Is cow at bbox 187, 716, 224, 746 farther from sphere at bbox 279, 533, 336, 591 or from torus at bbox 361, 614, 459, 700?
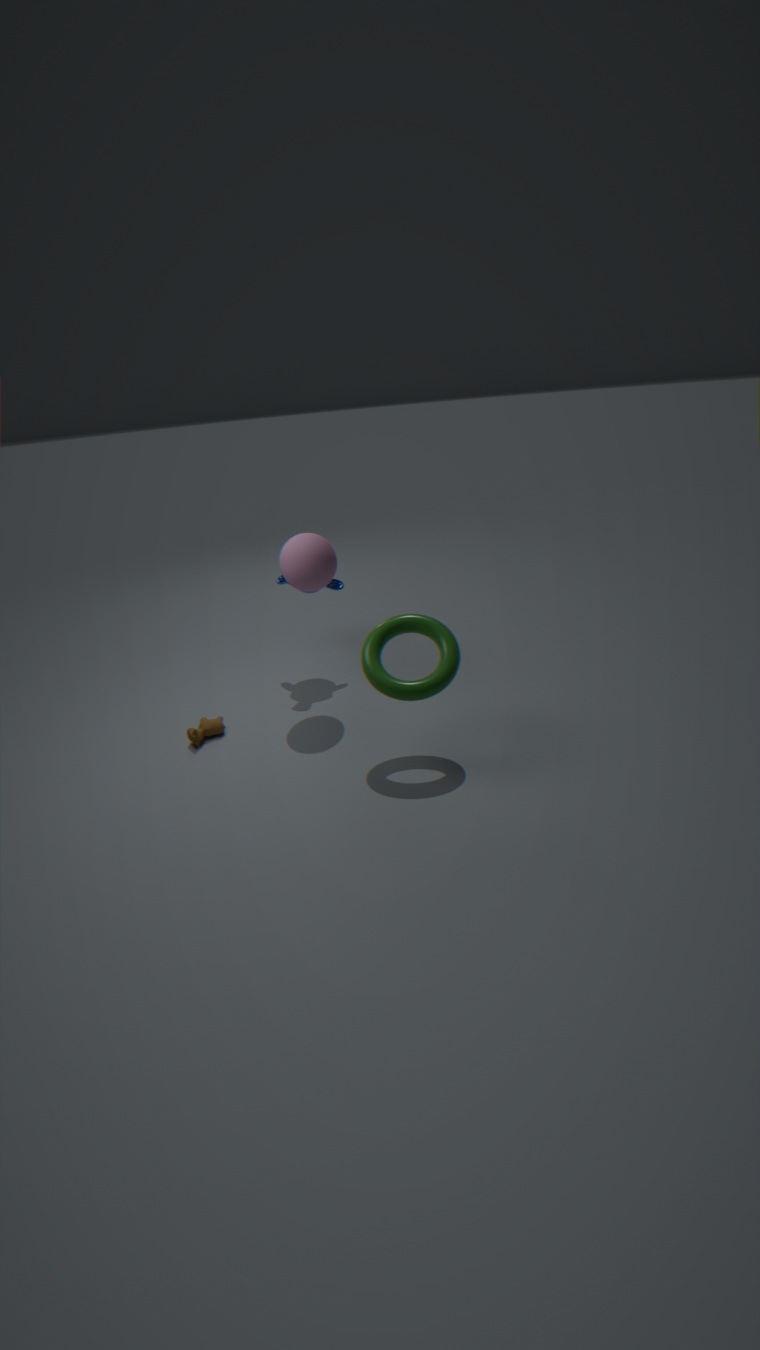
torus at bbox 361, 614, 459, 700
